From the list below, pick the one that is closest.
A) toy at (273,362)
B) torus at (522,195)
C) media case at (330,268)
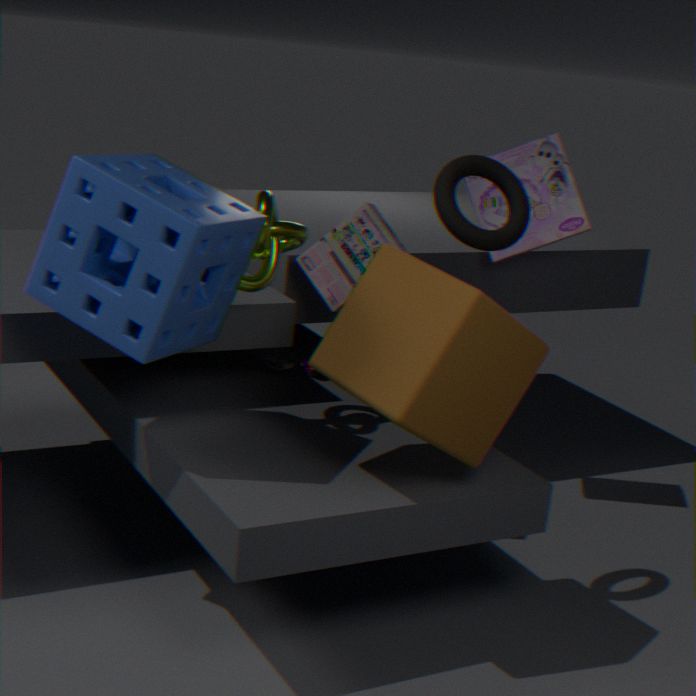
torus at (522,195)
